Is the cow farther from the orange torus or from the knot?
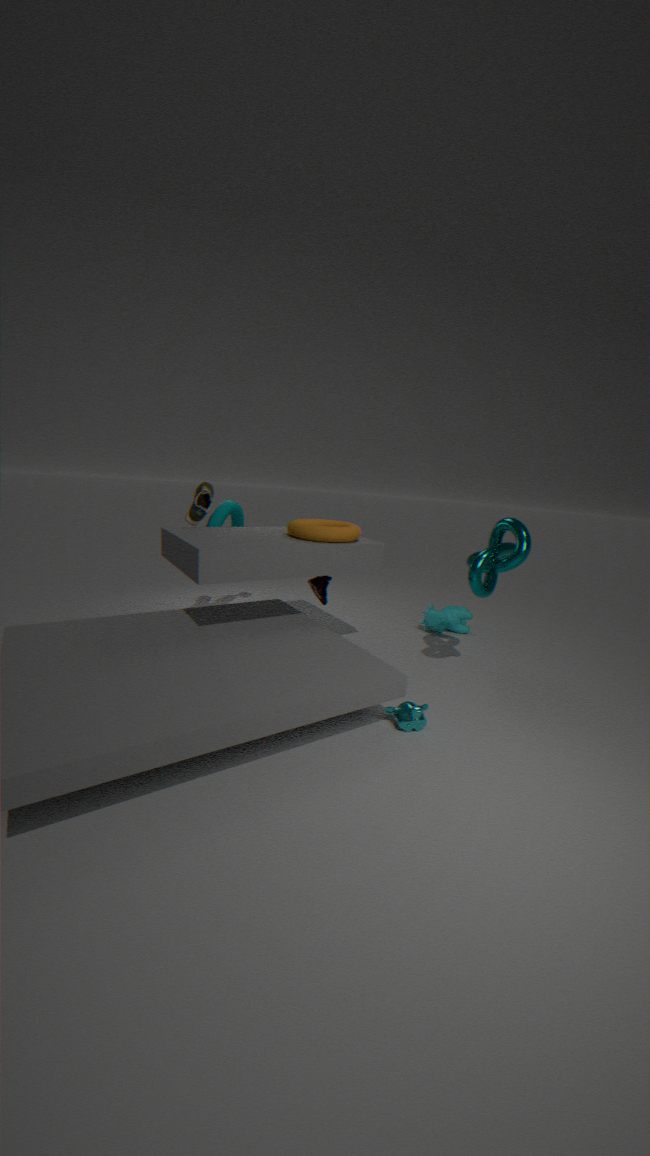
the orange torus
